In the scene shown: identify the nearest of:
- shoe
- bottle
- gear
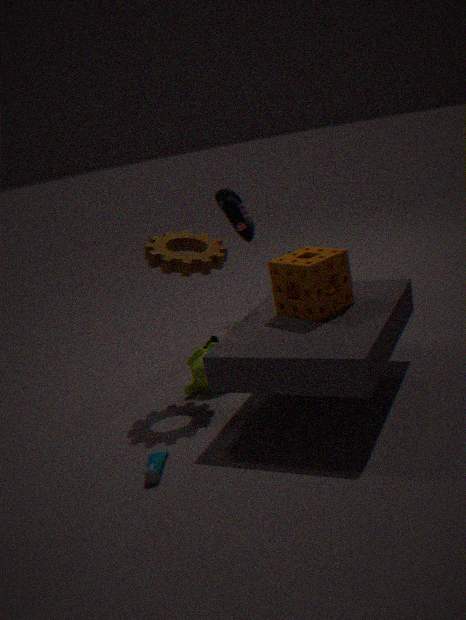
bottle
